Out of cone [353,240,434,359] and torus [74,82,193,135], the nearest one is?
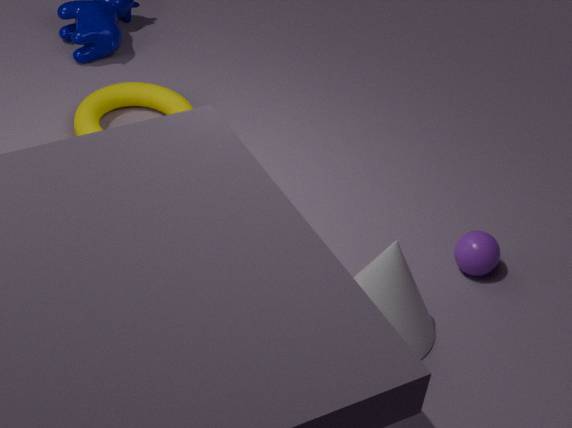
cone [353,240,434,359]
